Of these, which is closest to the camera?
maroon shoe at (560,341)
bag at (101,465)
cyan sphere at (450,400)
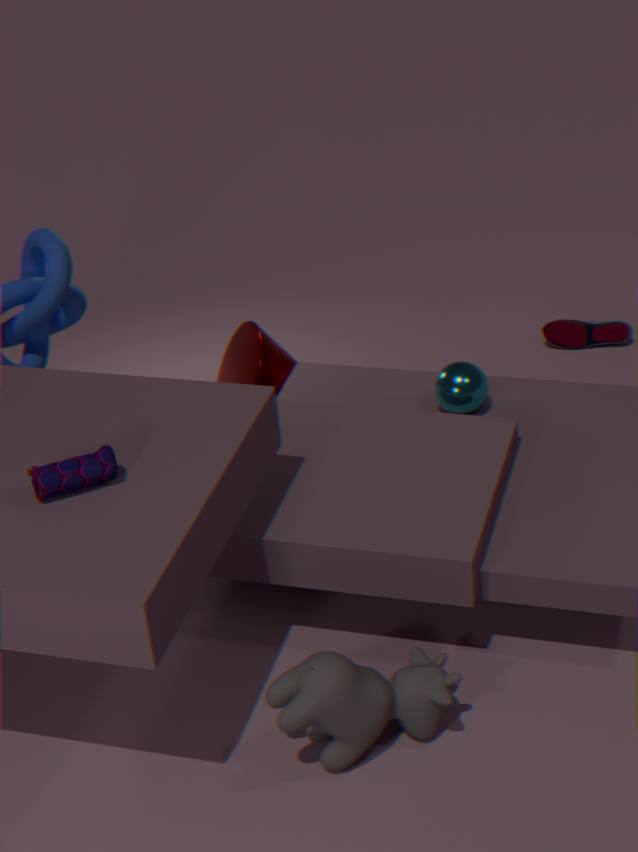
bag at (101,465)
